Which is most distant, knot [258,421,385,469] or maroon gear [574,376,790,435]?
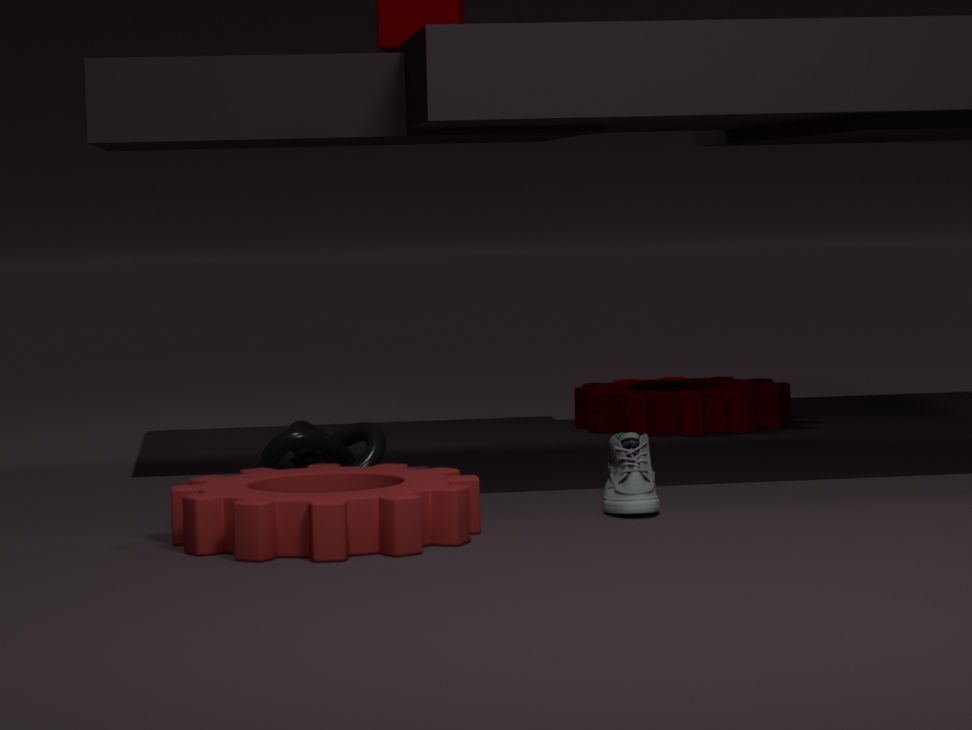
maroon gear [574,376,790,435]
